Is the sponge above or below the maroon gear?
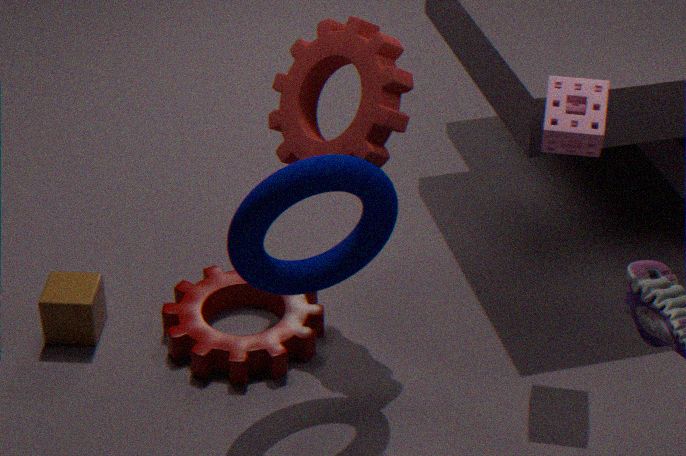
above
